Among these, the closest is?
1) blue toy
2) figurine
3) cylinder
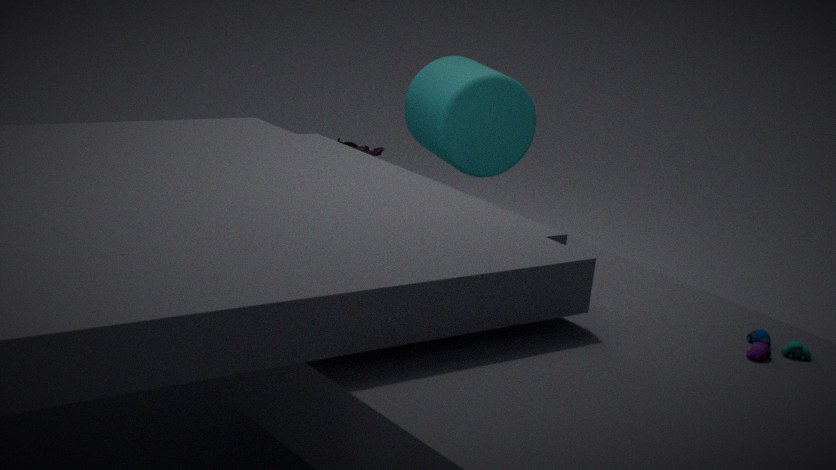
1. blue toy
